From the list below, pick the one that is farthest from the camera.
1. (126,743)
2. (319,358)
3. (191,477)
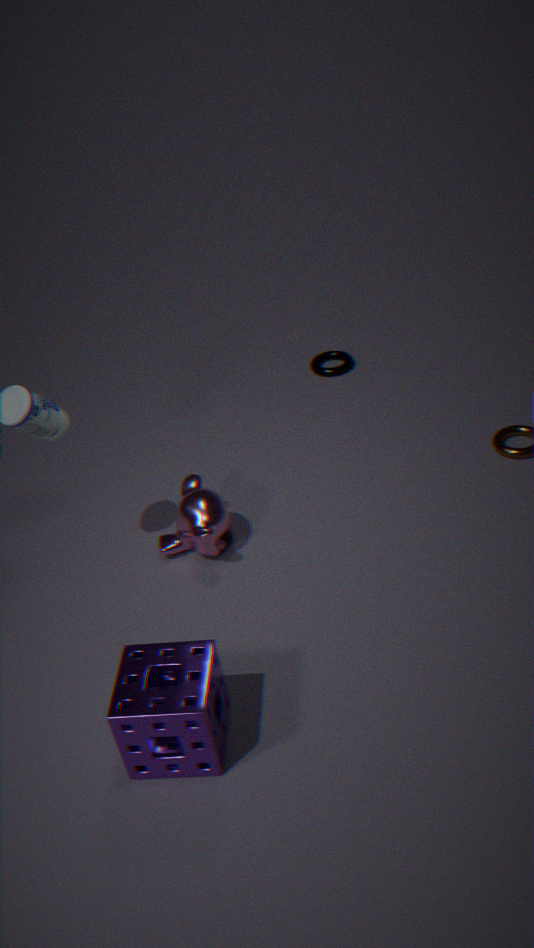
(319,358)
